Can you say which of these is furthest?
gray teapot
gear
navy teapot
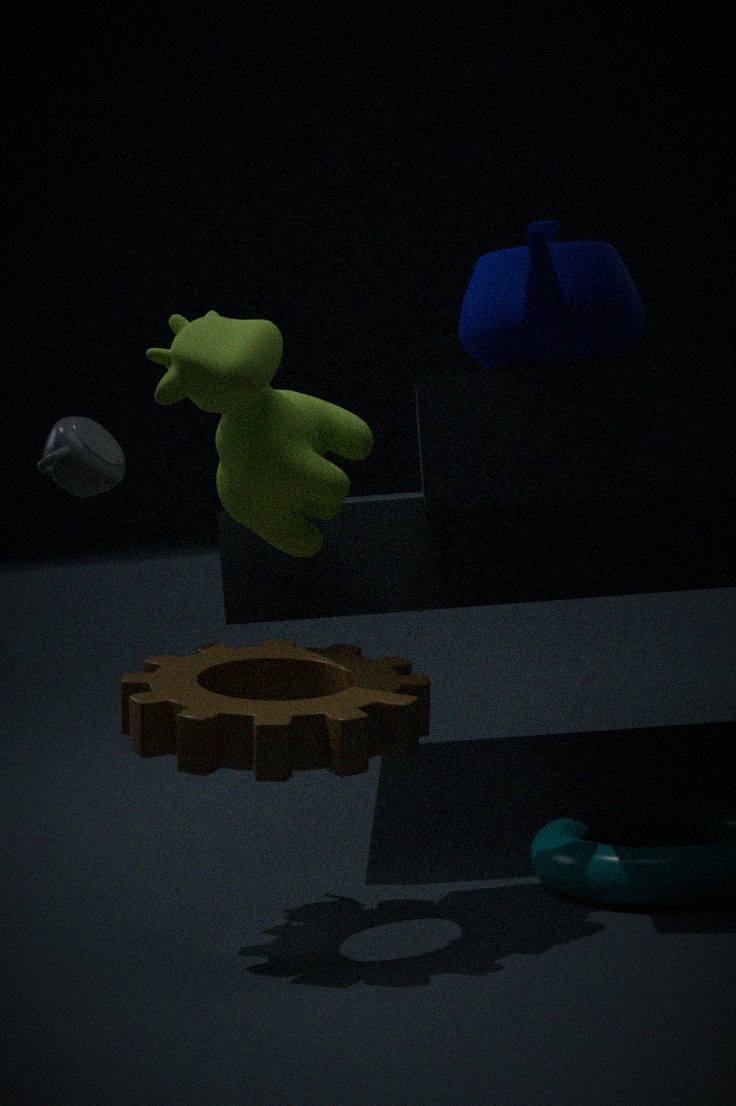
gray teapot
